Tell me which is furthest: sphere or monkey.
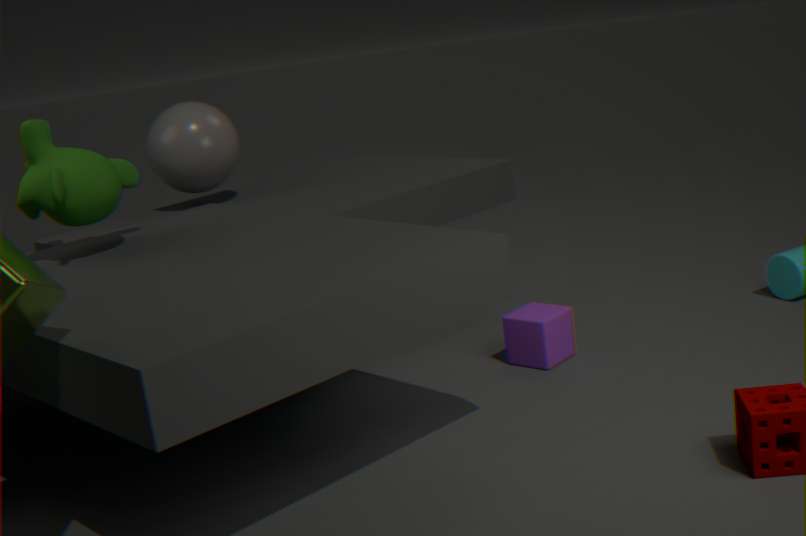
sphere
